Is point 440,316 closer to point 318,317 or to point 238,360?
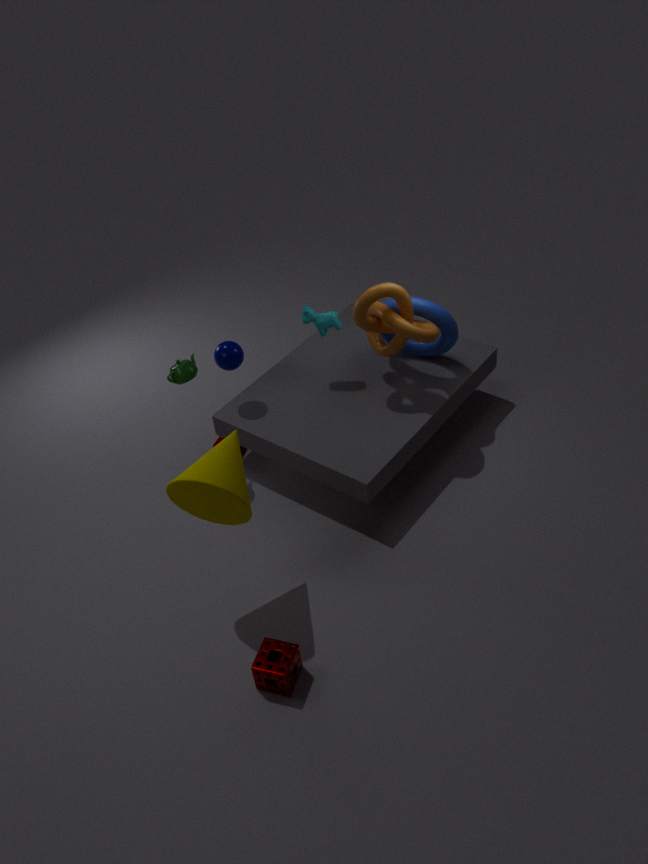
point 318,317
